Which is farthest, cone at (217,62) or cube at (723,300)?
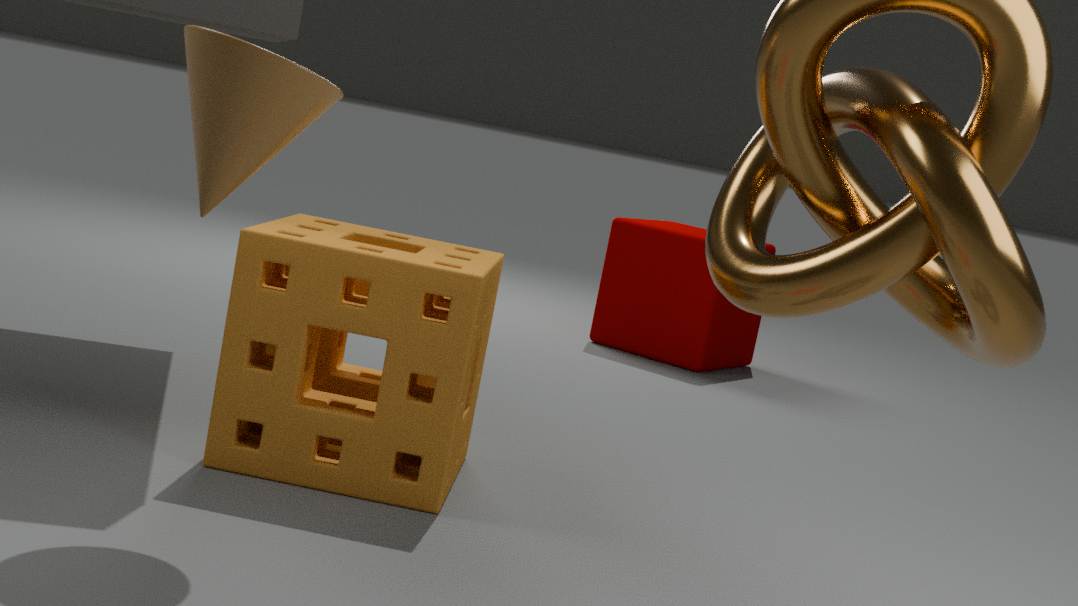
cube at (723,300)
